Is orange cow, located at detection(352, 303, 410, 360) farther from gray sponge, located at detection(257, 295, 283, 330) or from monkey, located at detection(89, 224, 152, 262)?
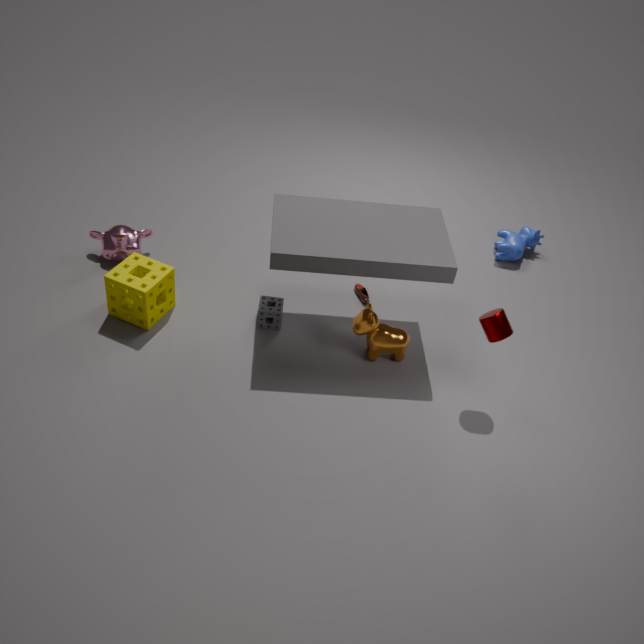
monkey, located at detection(89, 224, 152, 262)
